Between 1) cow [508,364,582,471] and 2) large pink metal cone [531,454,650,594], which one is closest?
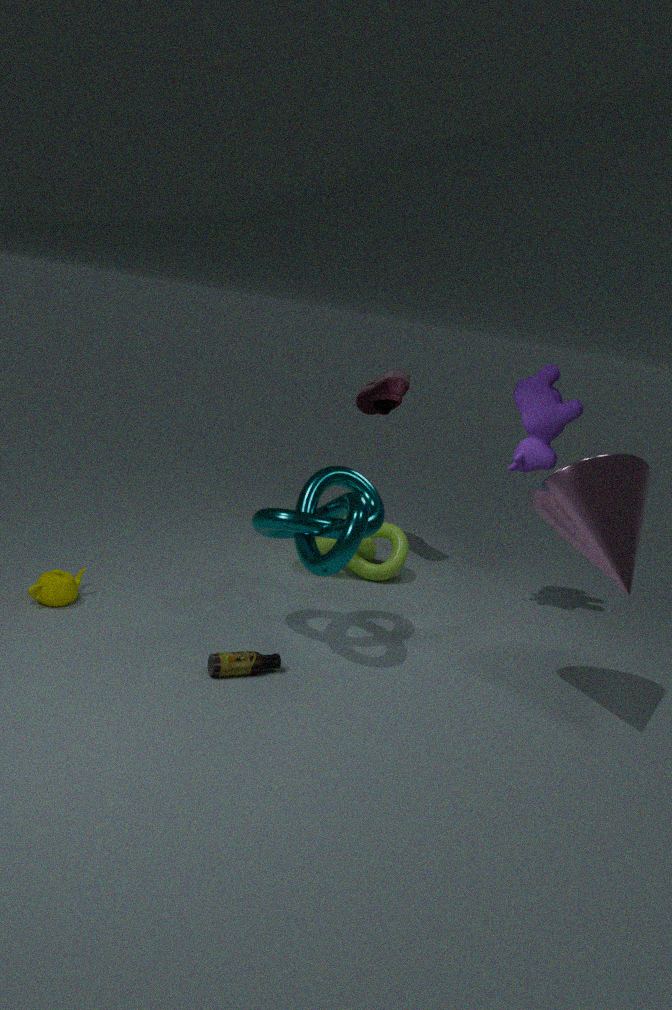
2. large pink metal cone [531,454,650,594]
